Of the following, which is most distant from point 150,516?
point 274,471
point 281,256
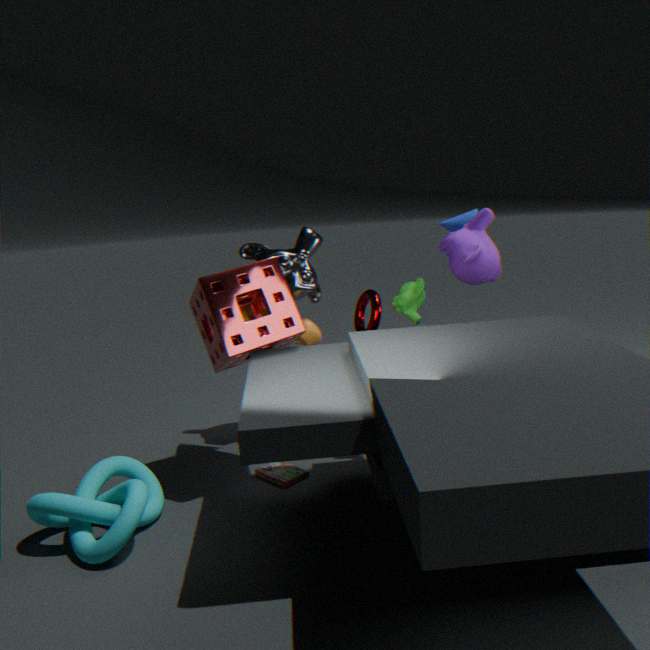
point 281,256
